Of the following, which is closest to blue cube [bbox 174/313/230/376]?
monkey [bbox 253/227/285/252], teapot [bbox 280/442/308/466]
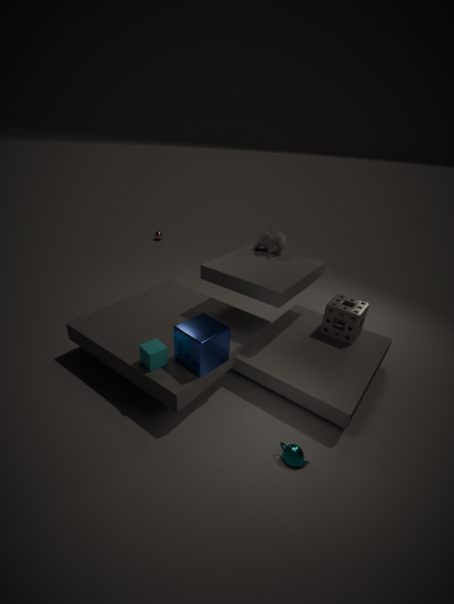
teapot [bbox 280/442/308/466]
